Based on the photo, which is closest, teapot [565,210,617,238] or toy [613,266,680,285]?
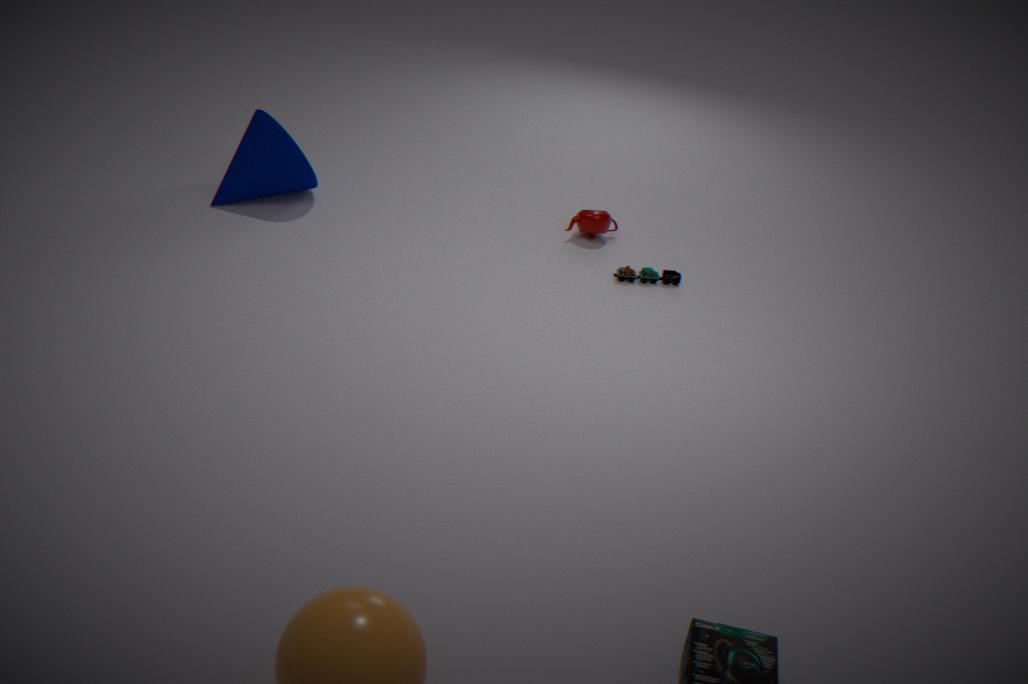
toy [613,266,680,285]
